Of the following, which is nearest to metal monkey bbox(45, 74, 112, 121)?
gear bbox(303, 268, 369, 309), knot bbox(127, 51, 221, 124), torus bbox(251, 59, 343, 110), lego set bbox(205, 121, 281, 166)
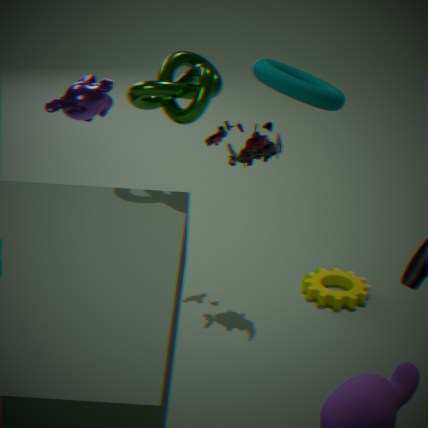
knot bbox(127, 51, 221, 124)
